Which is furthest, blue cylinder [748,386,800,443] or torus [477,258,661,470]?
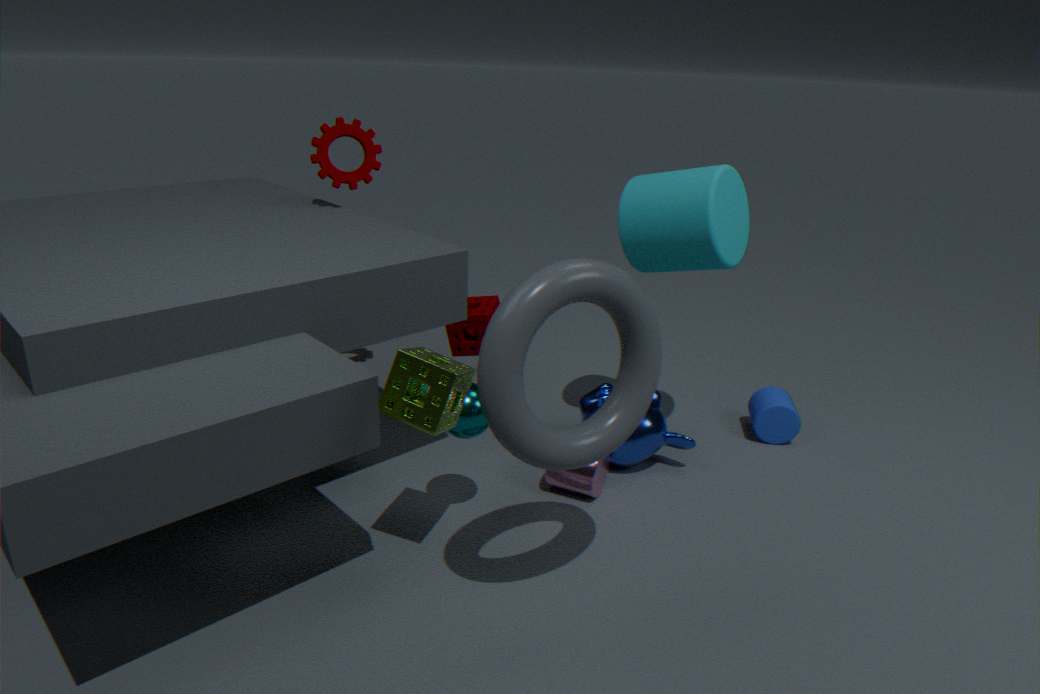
blue cylinder [748,386,800,443]
